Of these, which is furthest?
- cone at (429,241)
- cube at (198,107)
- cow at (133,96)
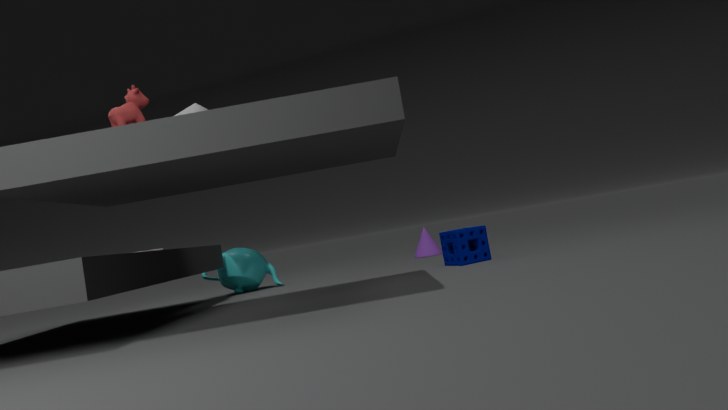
cone at (429,241)
